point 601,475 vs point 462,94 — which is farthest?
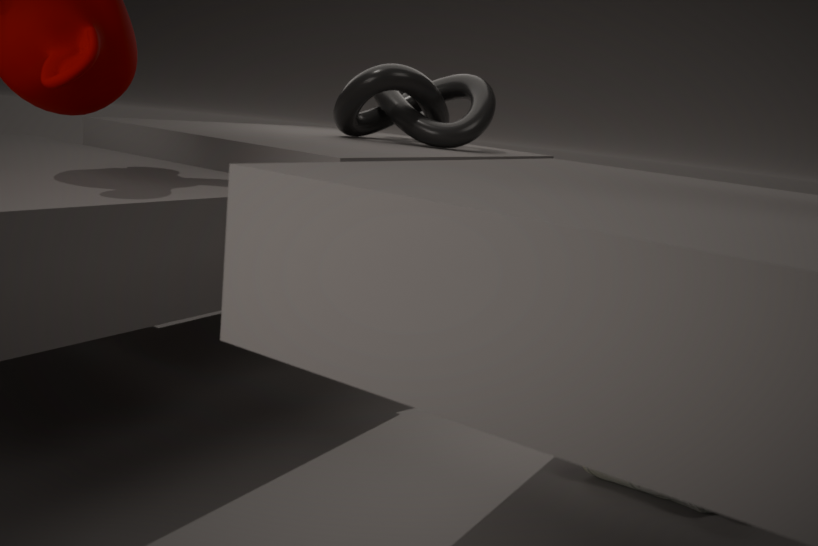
point 462,94
